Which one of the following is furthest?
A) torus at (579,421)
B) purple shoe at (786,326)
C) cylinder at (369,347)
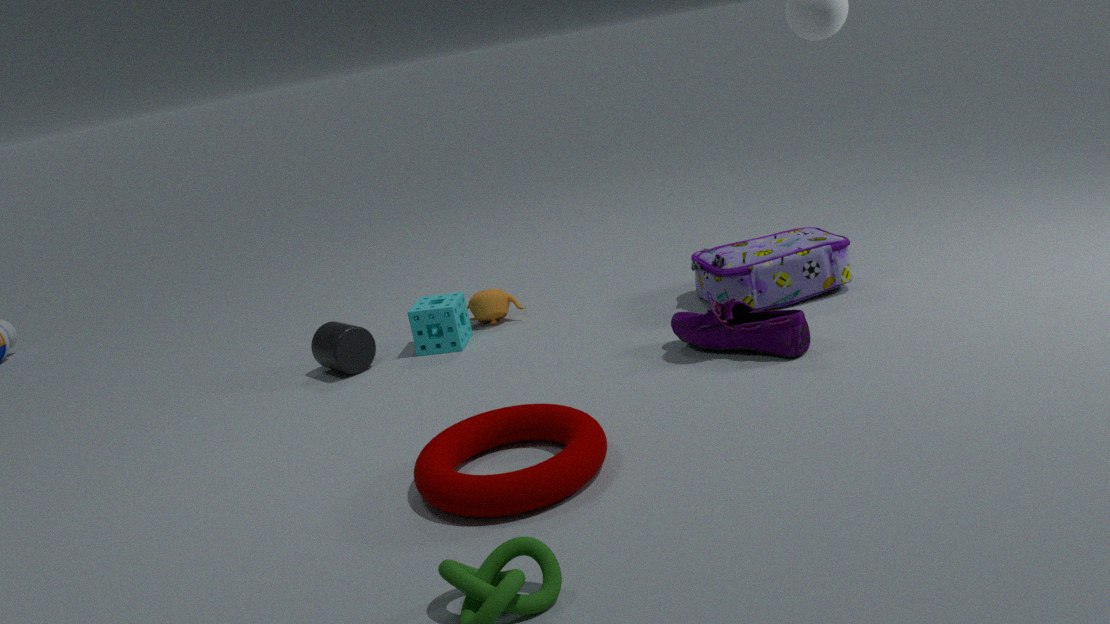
cylinder at (369,347)
